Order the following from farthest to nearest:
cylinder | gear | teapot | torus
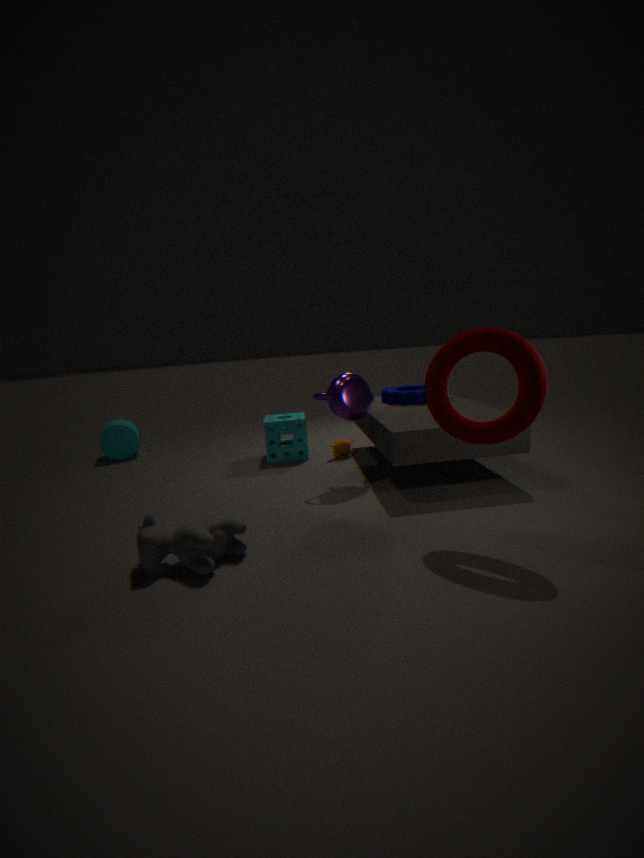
cylinder < gear < teapot < torus
